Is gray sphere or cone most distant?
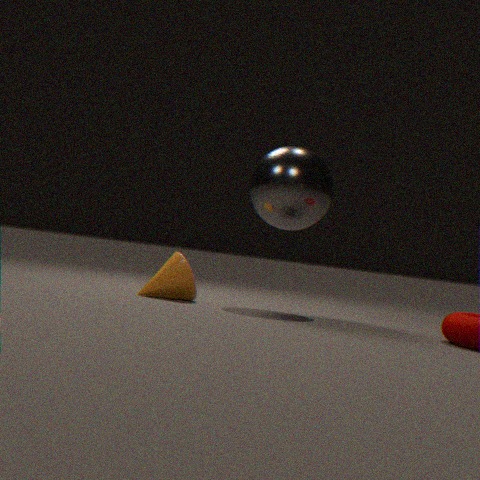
gray sphere
